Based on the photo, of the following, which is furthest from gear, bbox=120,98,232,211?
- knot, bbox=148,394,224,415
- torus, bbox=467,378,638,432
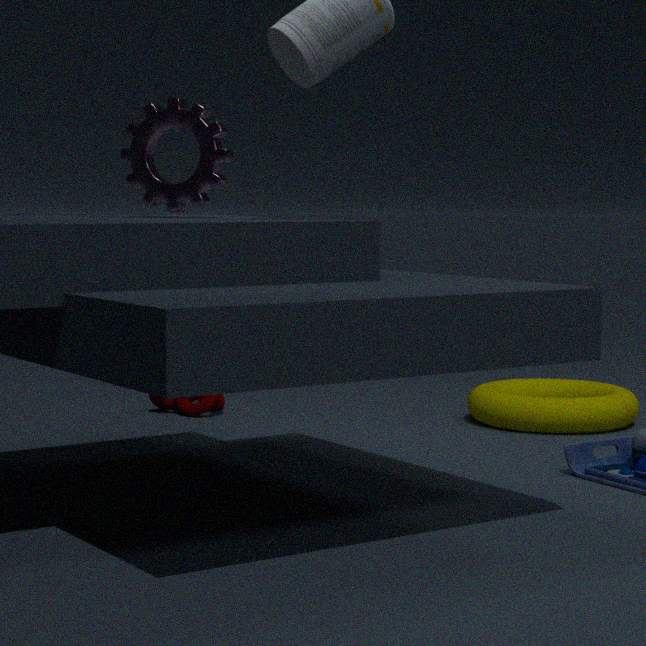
torus, bbox=467,378,638,432
